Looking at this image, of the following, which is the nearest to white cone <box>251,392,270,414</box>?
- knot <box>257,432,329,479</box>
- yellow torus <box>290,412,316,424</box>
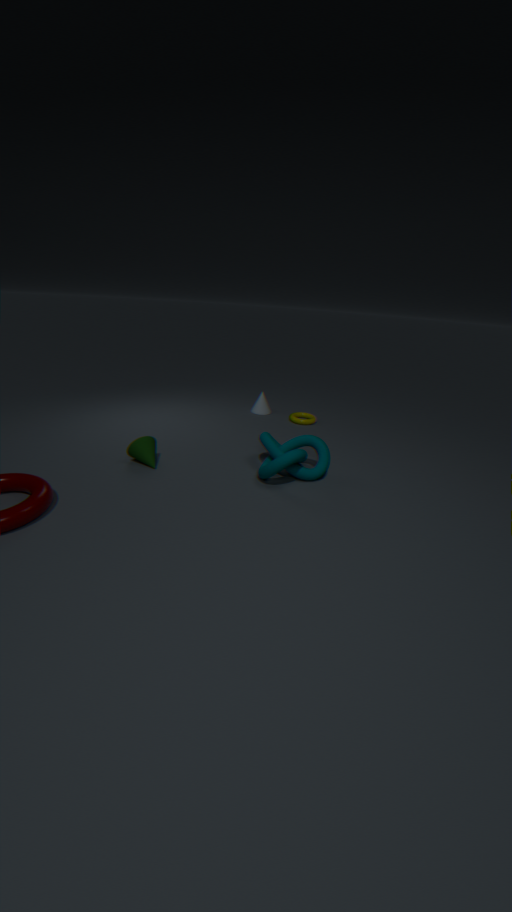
yellow torus <box>290,412,316,424</box>
